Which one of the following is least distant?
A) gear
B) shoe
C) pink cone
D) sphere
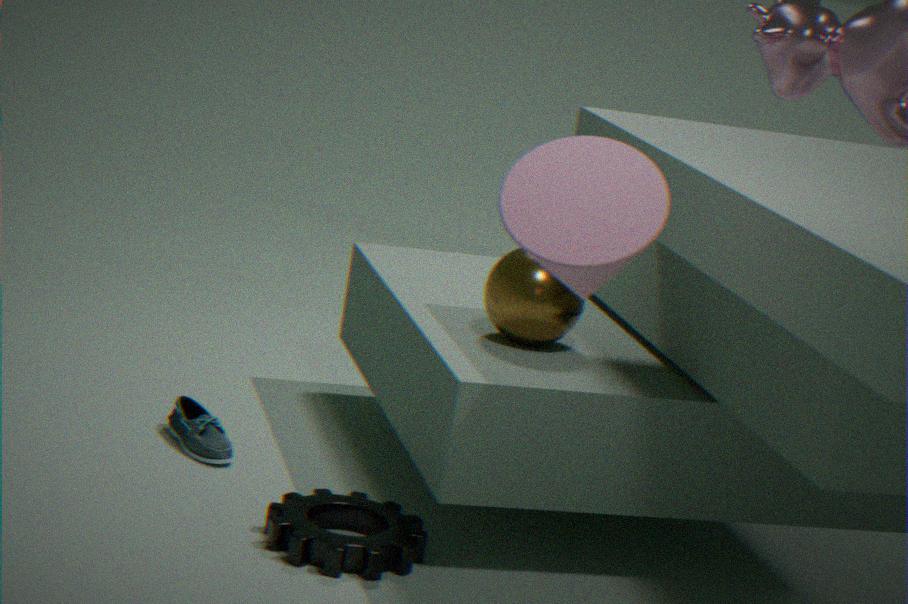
pink cone
